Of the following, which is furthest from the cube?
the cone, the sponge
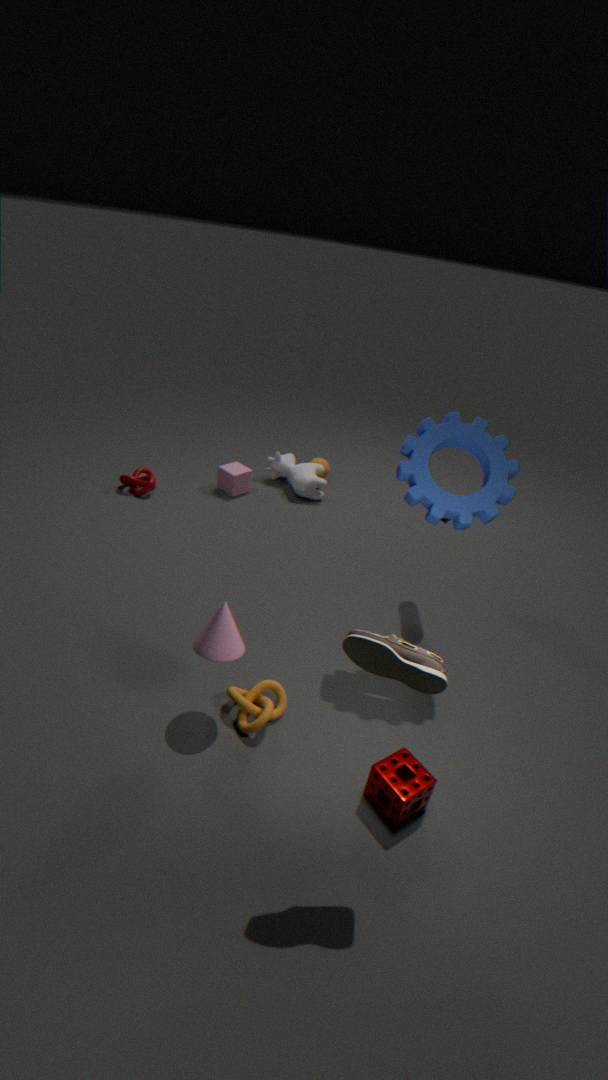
the sponge
